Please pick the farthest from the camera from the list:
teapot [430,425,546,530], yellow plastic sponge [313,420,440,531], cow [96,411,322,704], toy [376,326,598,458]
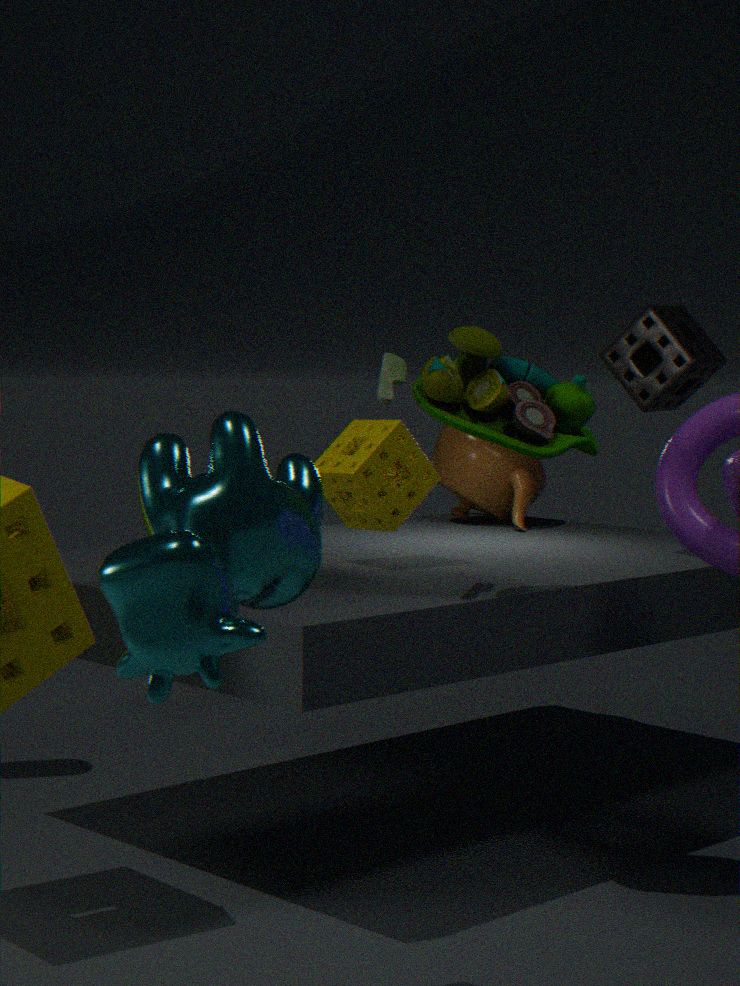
teapot [430,425,546,530]
